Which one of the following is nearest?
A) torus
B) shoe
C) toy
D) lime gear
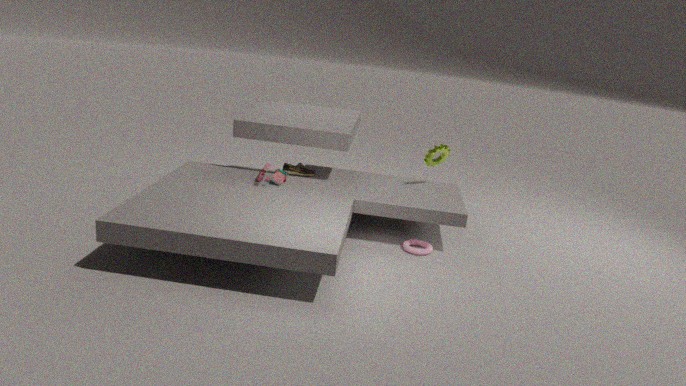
torus
